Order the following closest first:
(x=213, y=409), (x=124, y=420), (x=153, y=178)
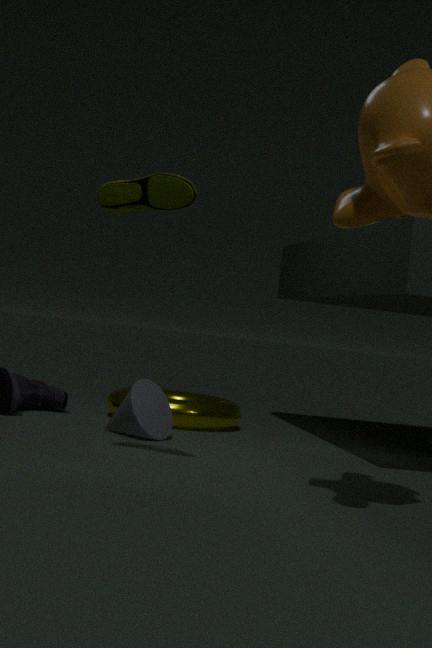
(x=153, y=178) < (x=124, y=420) < (x=213, y=409)
